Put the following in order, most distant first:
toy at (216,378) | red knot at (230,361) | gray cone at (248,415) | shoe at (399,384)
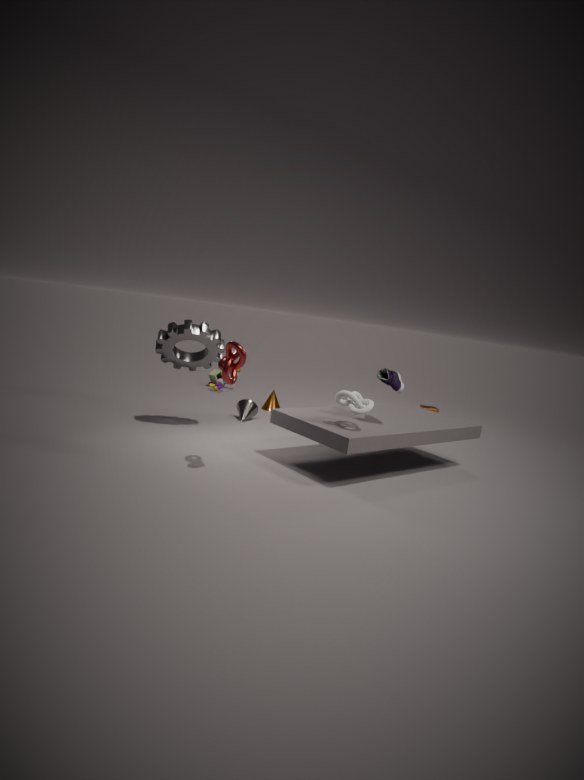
toy at (216,378), gray cone at (248,415), shoe at (399,384), red knot at (230,361)
